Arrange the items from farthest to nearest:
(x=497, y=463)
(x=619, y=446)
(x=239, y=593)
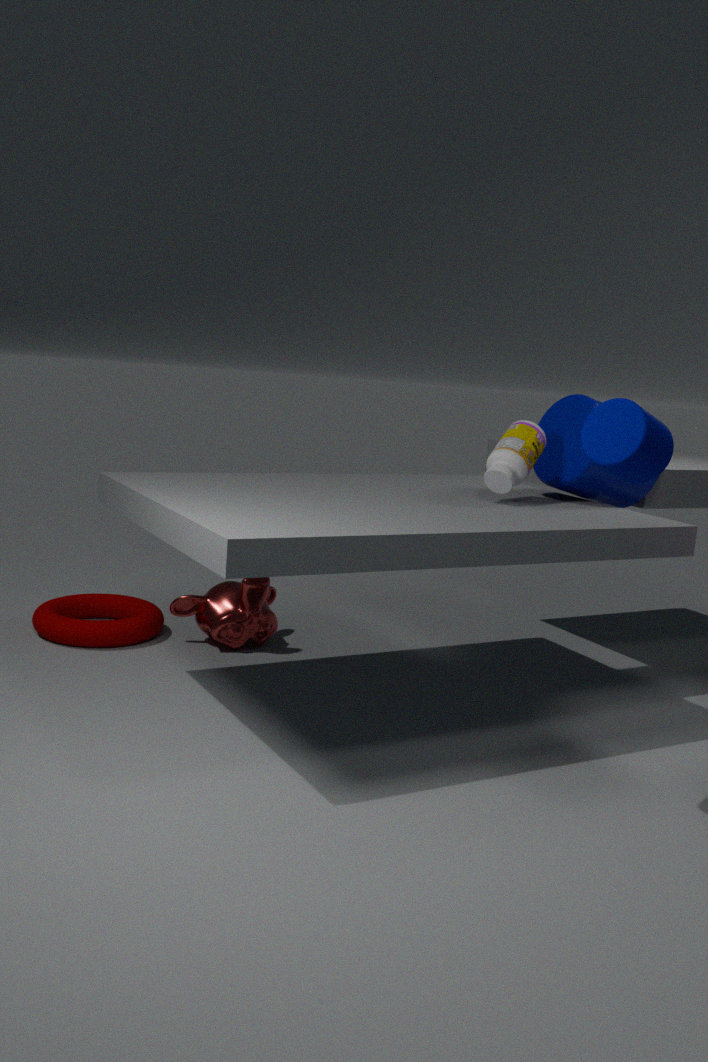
(x=239, y=593) → (x=497, y=463) → (x=619, y=446)
